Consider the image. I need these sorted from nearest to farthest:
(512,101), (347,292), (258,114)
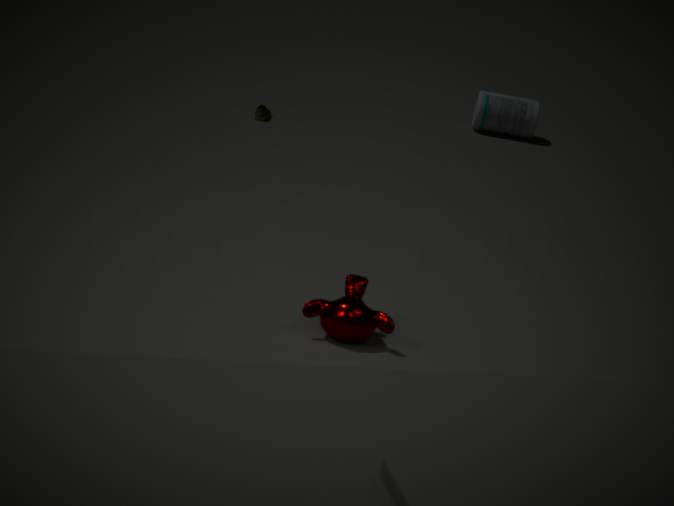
(347,292)
(258,114)
(512,101)
